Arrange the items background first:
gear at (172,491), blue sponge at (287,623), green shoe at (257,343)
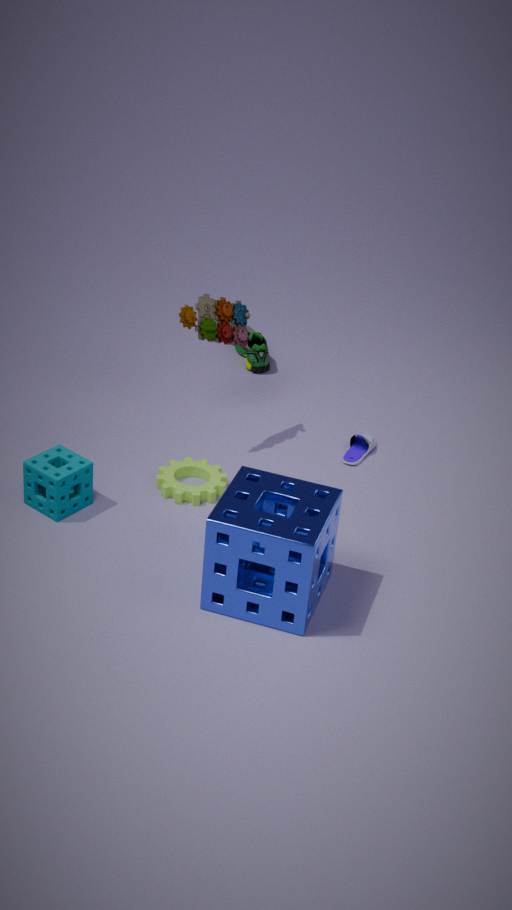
green shoe at (257,343)
gear at (172,491)
blue sponge at (287,623)
